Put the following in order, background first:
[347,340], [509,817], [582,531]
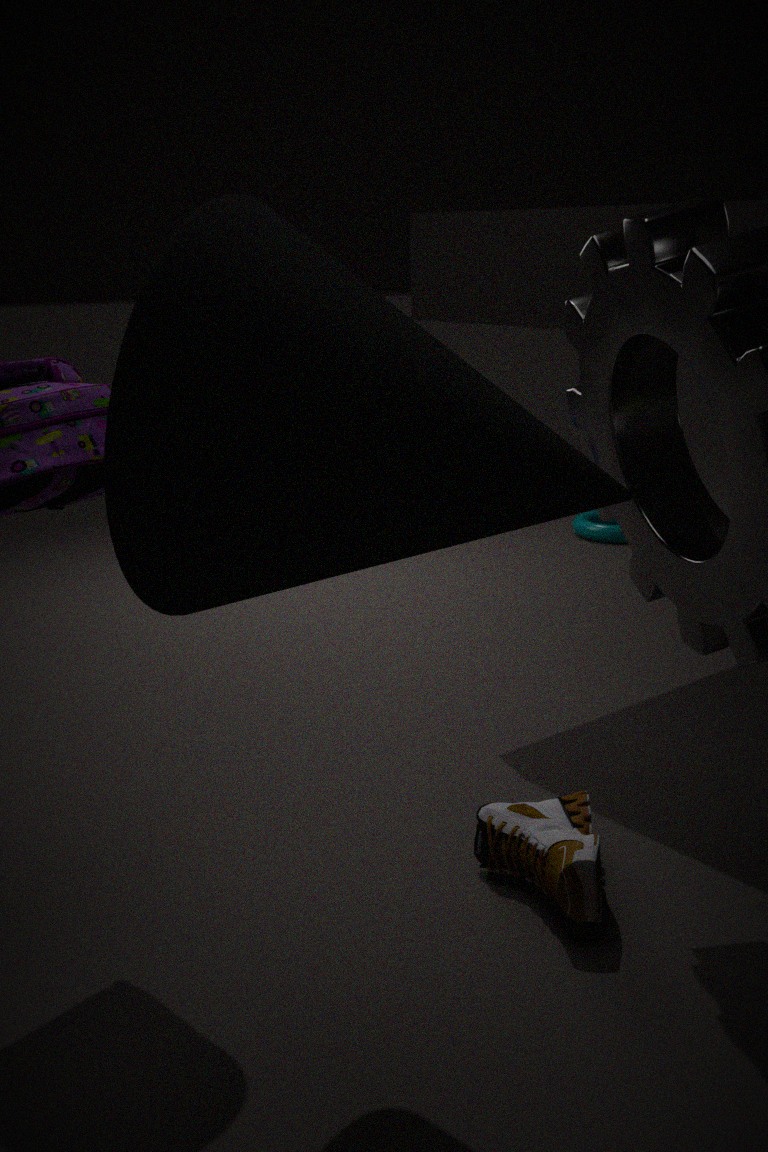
[582,531] < [509,817] < [347,340]
